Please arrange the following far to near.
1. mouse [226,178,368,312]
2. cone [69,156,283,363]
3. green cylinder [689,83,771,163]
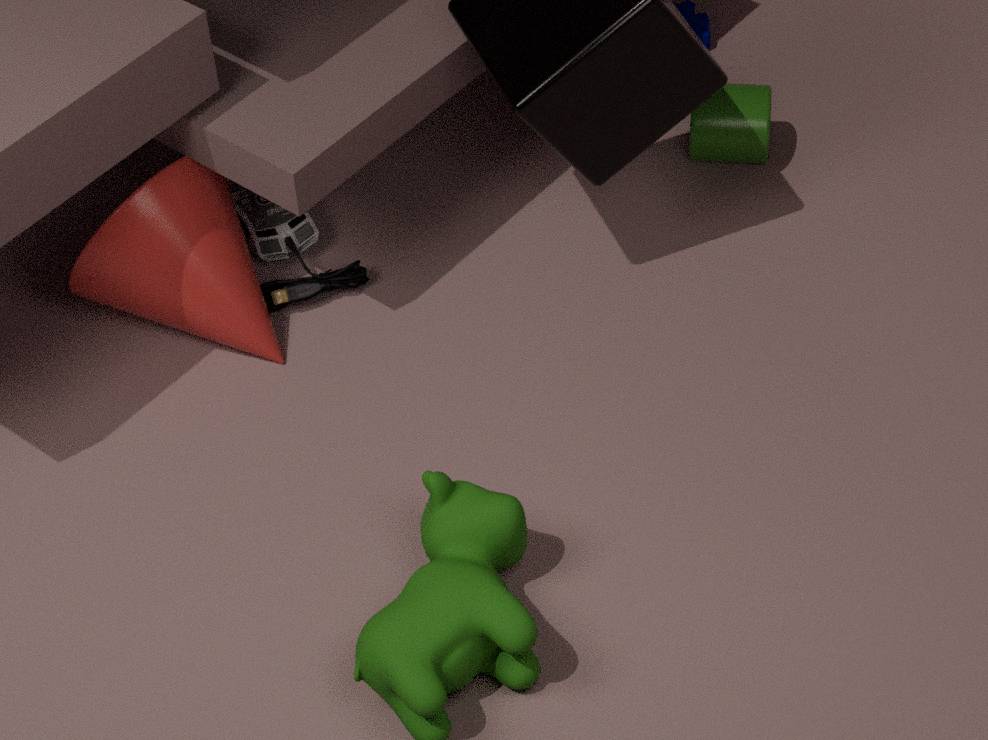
green cylinder [689,83,771,163]
mouse [226,178,368,312]
cone [69,156,283,363]
